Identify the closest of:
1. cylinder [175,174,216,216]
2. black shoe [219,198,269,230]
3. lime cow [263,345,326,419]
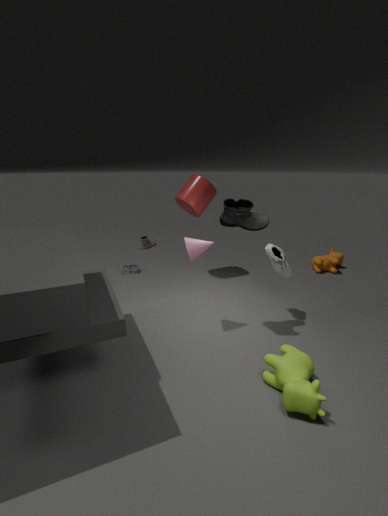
lime cow [263,345,326,419]
